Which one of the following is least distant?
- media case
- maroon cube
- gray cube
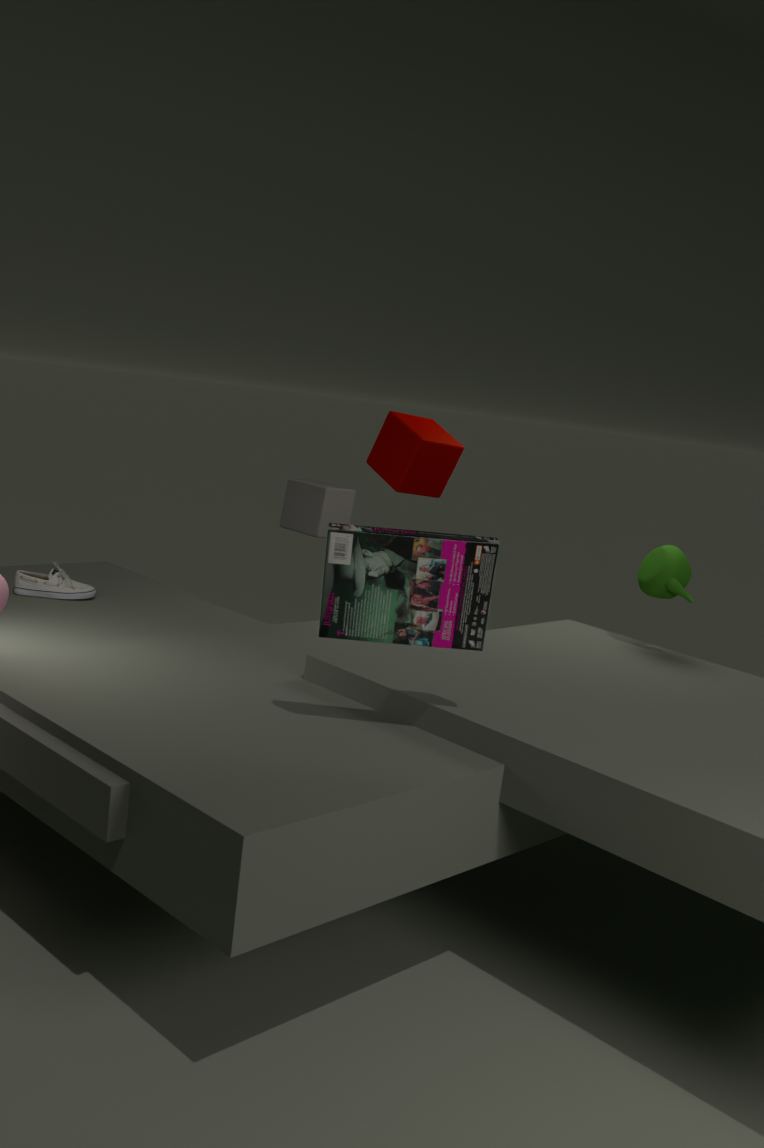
media case
